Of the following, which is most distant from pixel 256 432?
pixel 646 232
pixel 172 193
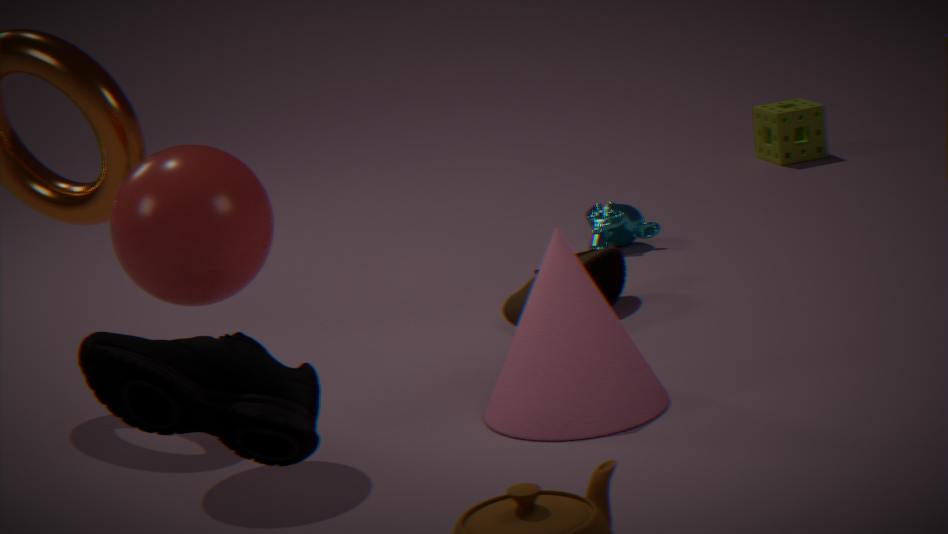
pixel 646 232
